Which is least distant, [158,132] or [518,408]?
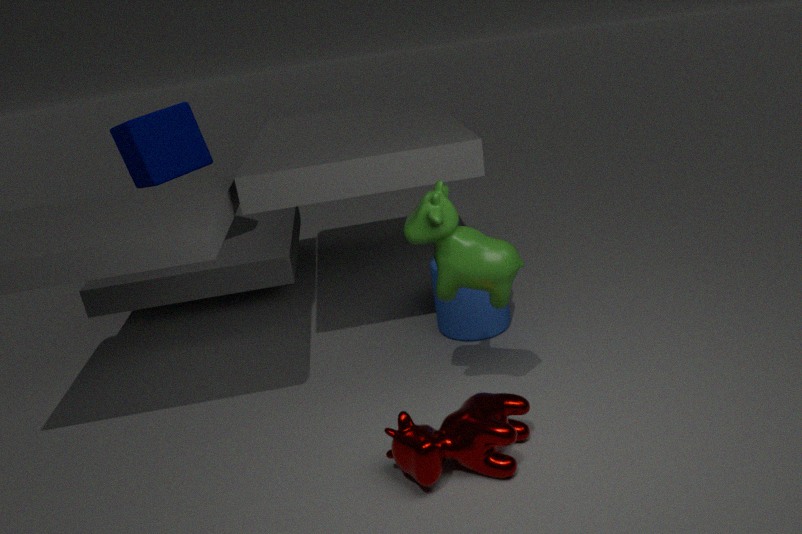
[518,408]
